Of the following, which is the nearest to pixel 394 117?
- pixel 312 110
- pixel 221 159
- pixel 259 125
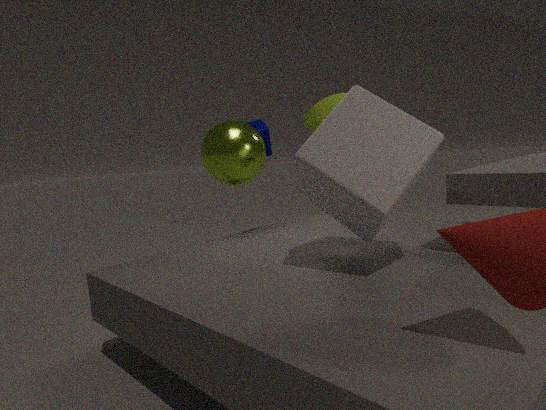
pixel 221 159
